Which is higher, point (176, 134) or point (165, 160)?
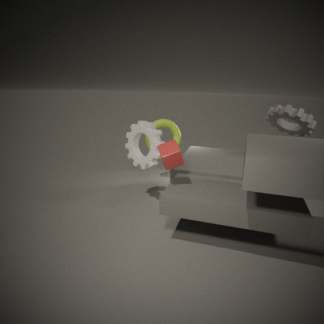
point (165, 160)
